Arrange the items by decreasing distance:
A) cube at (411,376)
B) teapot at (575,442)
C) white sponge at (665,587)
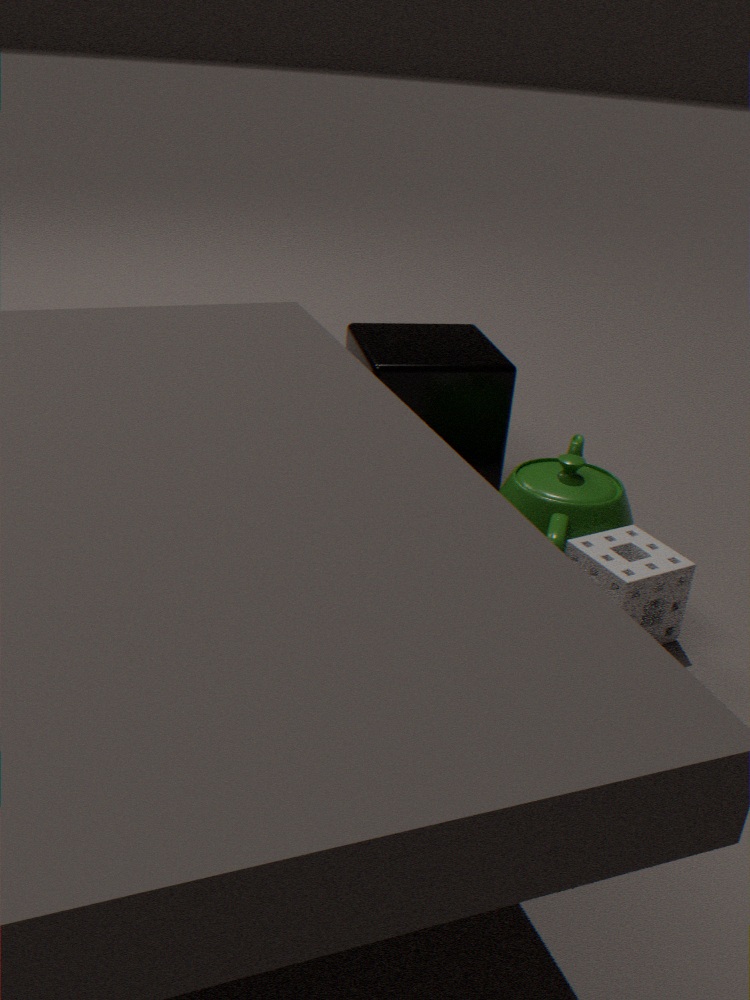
1. cube at (411,376)
2. teapot at (575,442)
3. white sponge at (665,587)
